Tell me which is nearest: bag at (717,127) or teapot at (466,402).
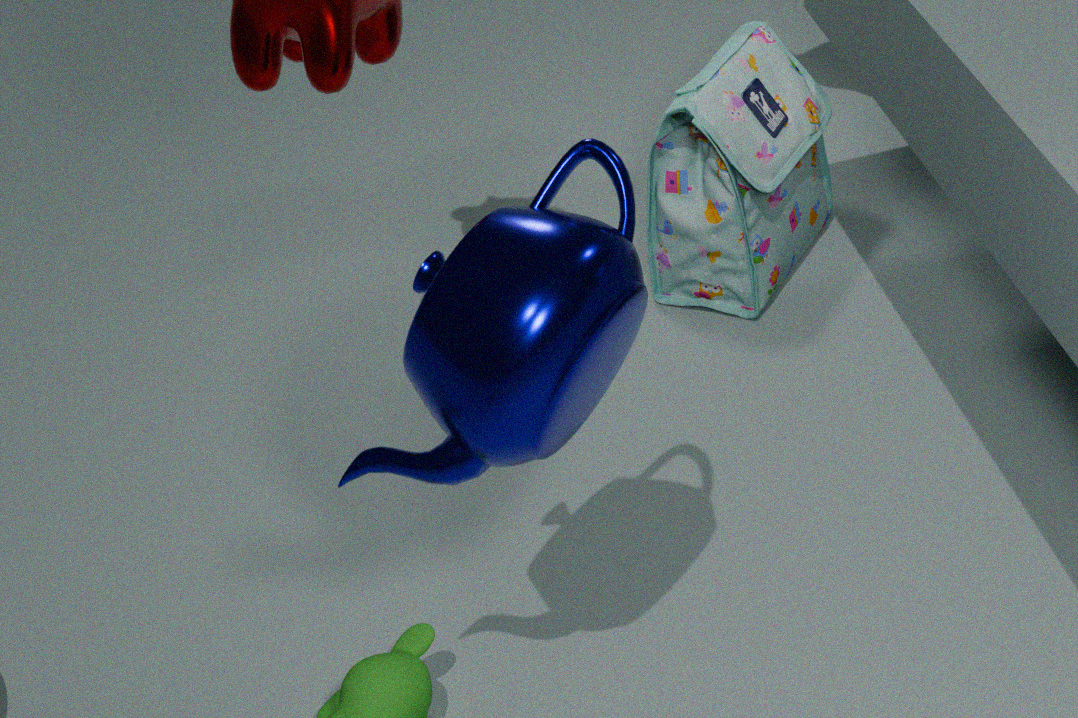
Answer: teapot at (466,402)
